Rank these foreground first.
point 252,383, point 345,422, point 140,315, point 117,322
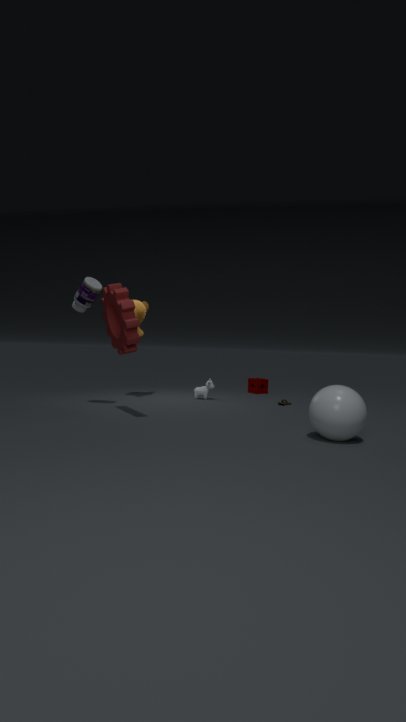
point 345,422
point 117,322
point 140,315
point 252,383
